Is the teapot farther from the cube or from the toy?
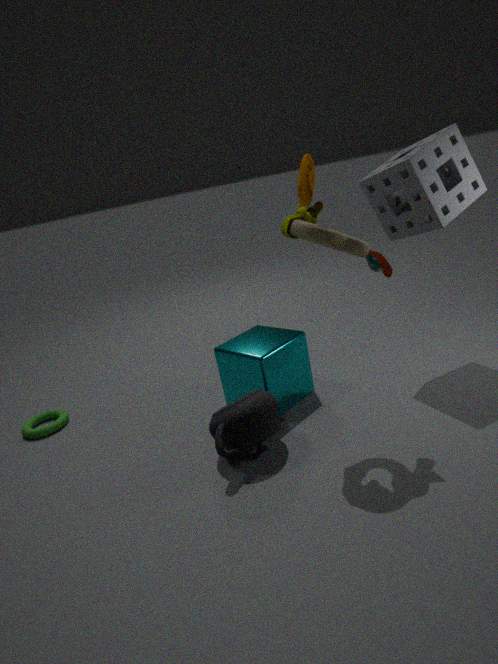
the toy
